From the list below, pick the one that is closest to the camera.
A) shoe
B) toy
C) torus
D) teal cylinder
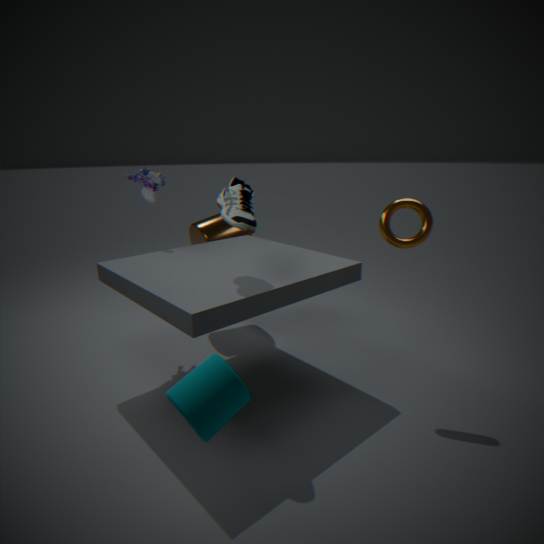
teal cylinder
